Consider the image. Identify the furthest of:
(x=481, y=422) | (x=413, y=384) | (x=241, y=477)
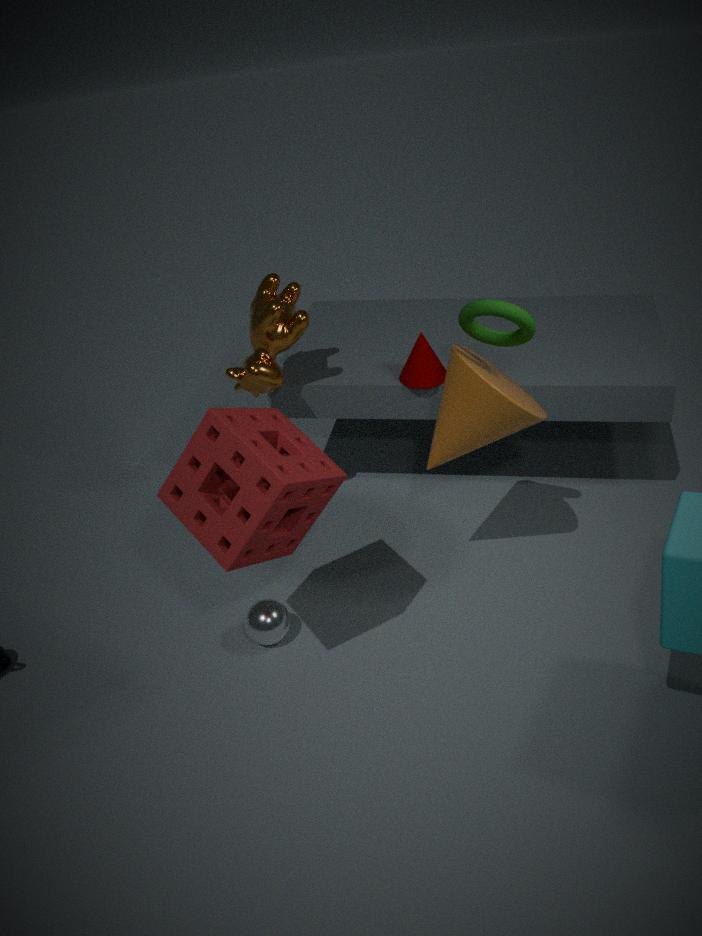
(x=413, y=384)
